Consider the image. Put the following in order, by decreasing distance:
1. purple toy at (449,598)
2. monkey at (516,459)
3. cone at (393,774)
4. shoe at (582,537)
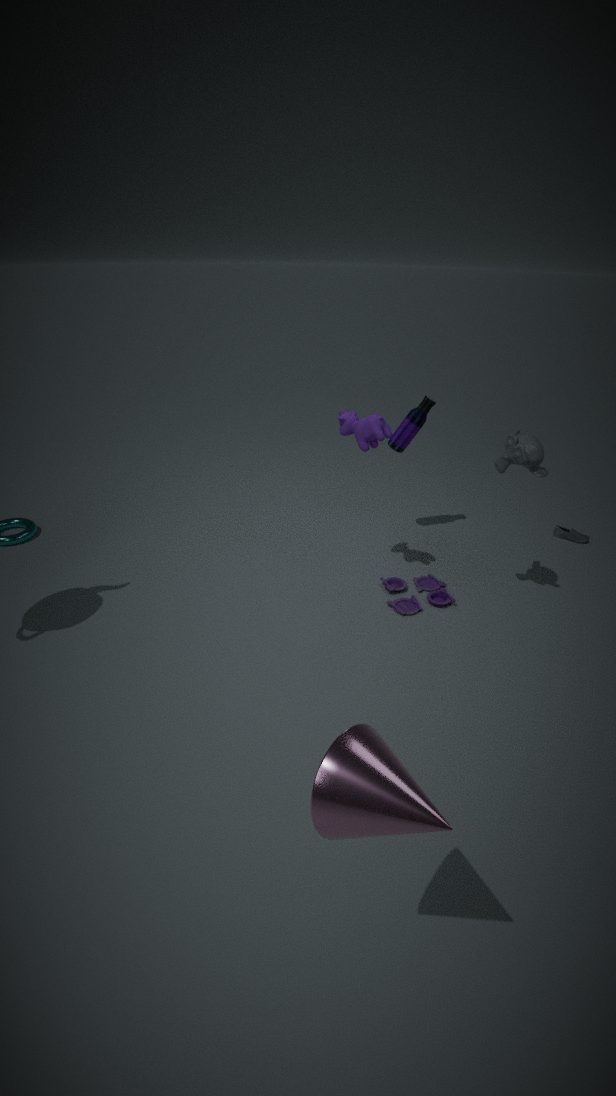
shoe at (582,537), purple toy at (449,598), monkey at (516,459), cone at (393,774)
